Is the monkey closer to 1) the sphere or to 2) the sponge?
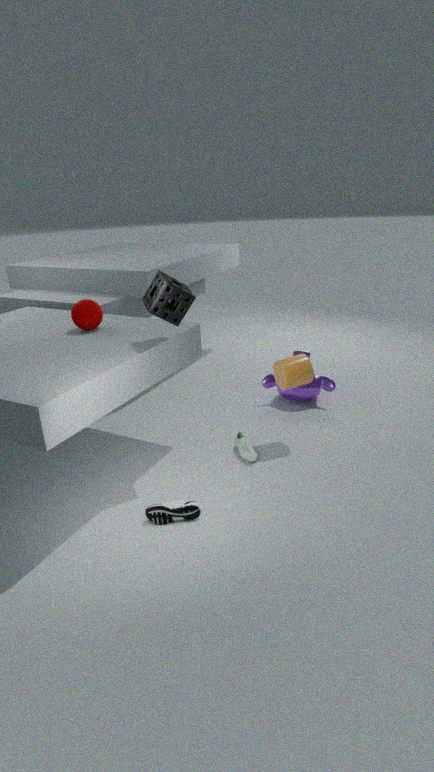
2) the sponge
